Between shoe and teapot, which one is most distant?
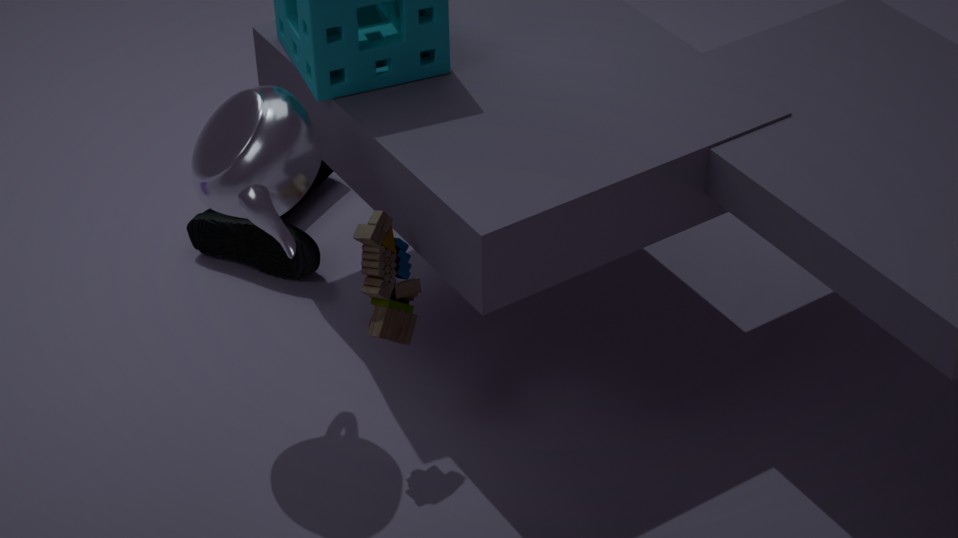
shoe
